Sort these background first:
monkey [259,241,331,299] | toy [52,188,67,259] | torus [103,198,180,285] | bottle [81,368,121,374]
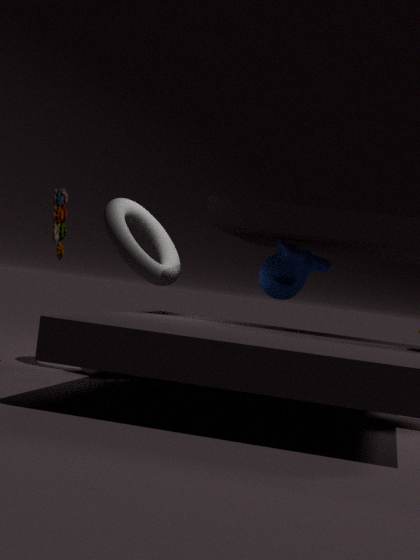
Result: monkey [259,241,331,299]
torus [103,198,180,285]
bottle [81,368,121,374]
toy [52,188,67,259]
